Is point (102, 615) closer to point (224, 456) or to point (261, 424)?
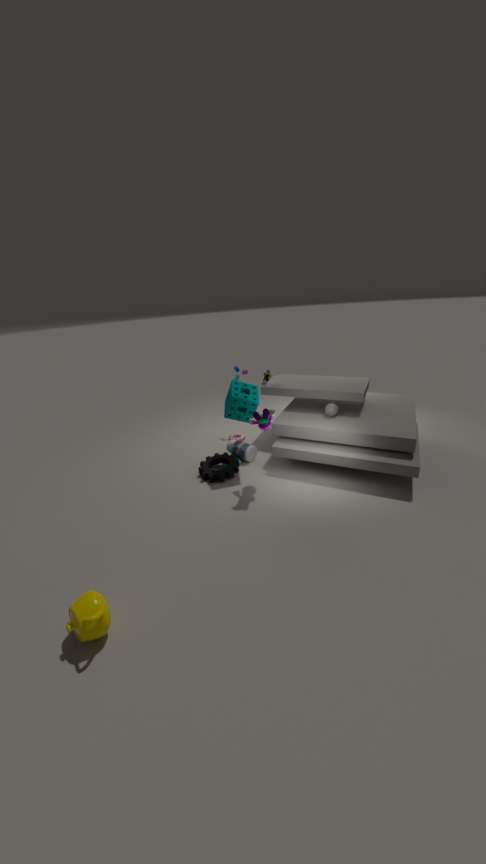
point (224, 456)
